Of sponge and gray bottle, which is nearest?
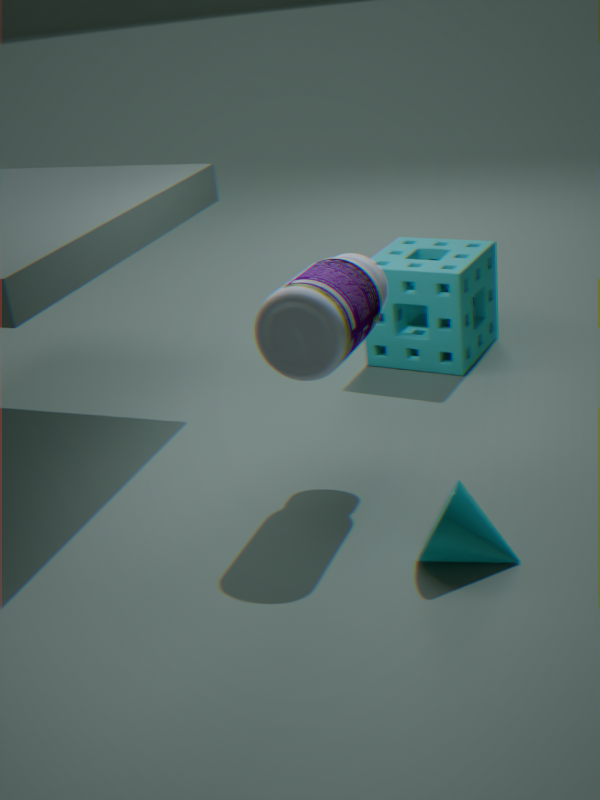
gray bottle
